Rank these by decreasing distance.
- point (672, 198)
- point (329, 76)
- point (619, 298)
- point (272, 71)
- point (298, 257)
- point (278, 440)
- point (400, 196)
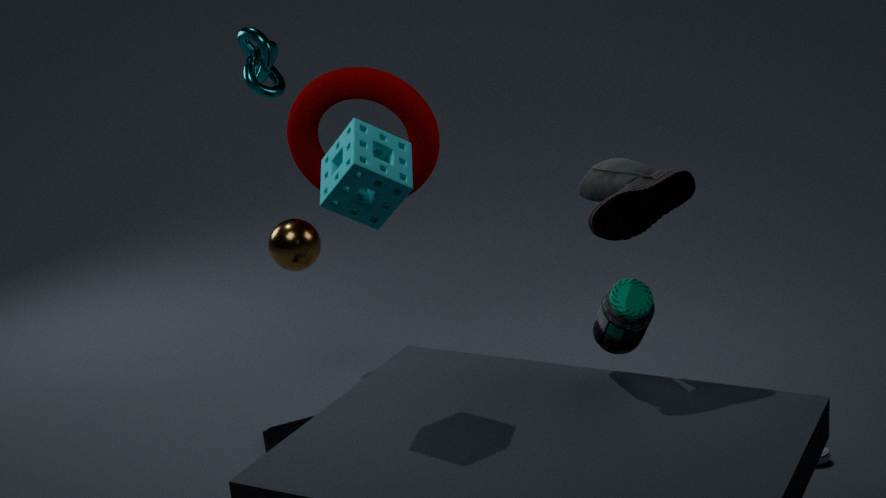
point (272, 71) < point (329, 76) < point (298, 257) < point (278, 440) < point (672, 198) < point (619, 298) < point (400, 196)
